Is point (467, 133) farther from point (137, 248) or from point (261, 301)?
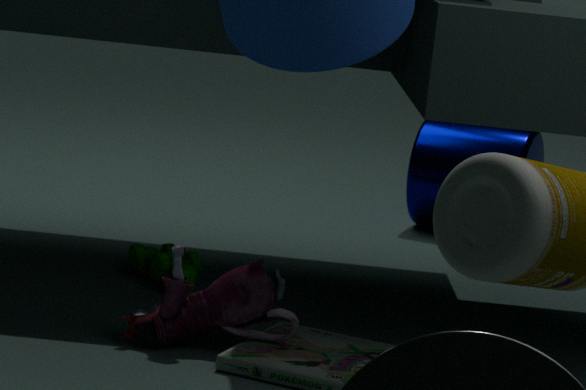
point (261, 301)
